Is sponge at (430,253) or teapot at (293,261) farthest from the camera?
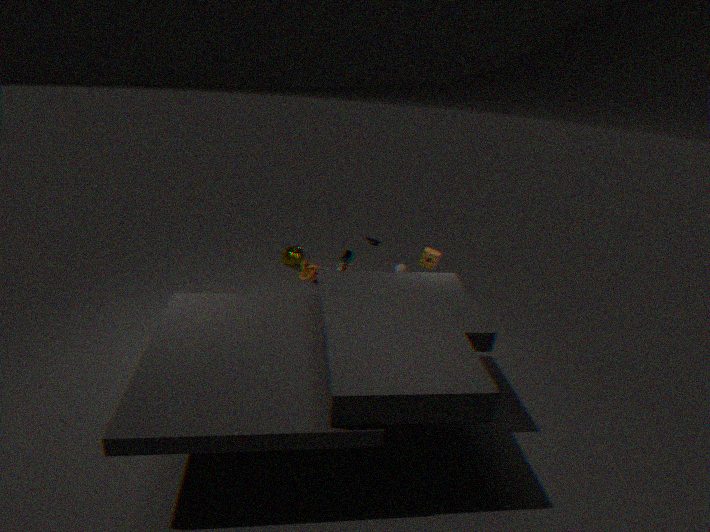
teapot at (293,261)
